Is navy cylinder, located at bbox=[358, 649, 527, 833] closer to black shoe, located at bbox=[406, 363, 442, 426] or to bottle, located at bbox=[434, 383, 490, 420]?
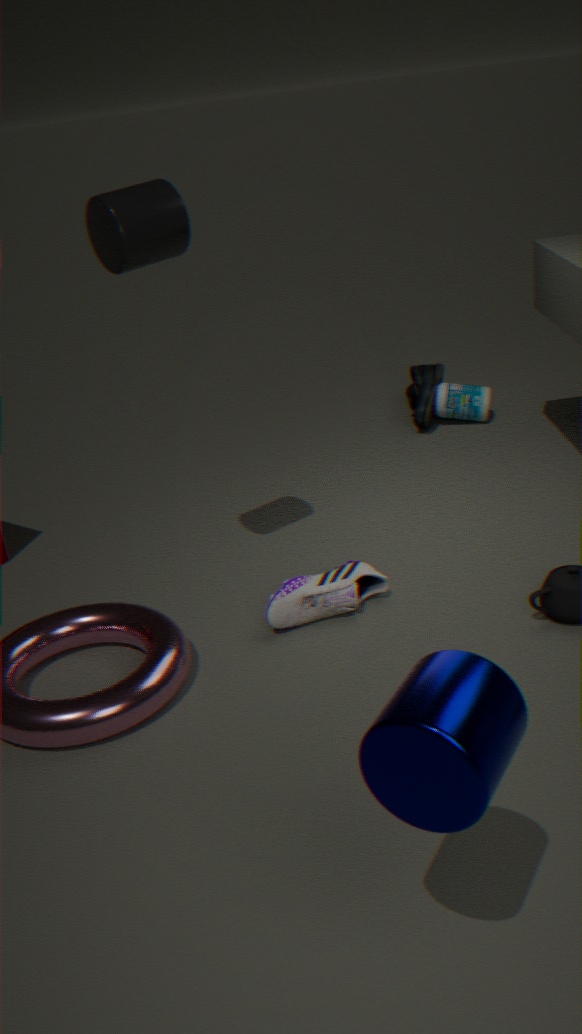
black shoe, located at bbox=[406, 363, 442, 426]
